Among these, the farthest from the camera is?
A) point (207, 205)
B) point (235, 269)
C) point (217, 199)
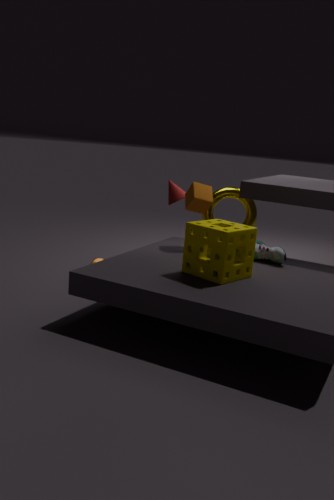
point (217, 199)
